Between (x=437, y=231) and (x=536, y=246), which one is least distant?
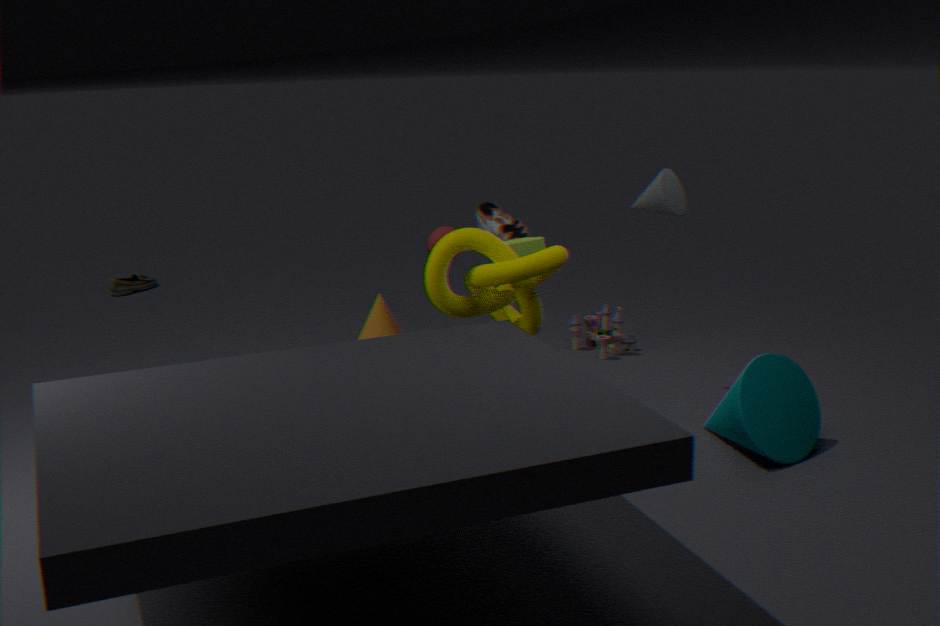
(x=536, y=246)
